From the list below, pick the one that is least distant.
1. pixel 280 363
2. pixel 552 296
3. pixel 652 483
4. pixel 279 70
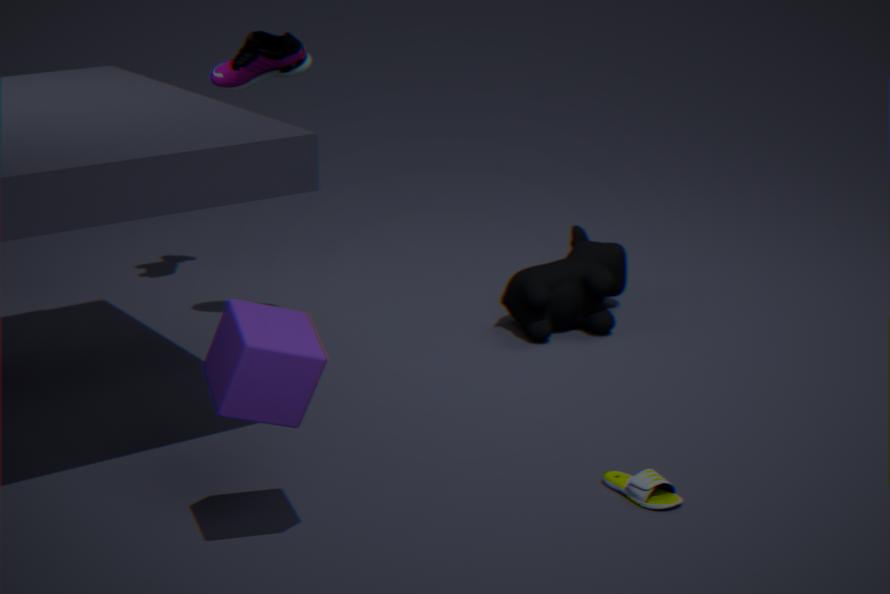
pixel 280 363
